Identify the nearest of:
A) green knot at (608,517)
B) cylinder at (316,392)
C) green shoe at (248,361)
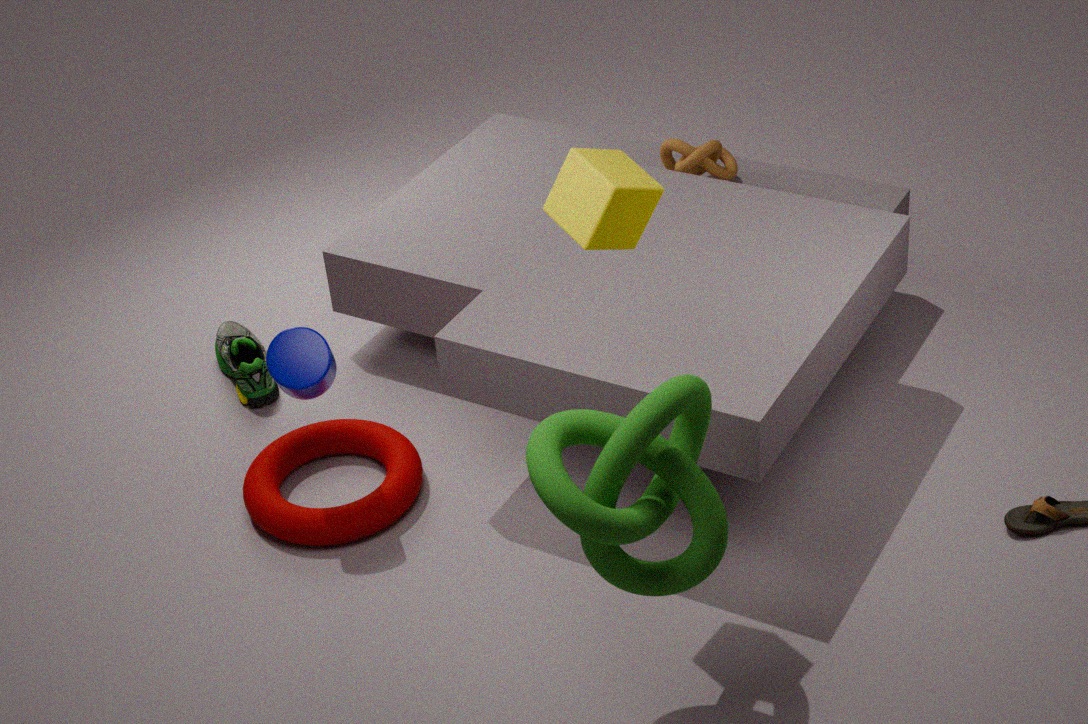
green knot at (608,517)
